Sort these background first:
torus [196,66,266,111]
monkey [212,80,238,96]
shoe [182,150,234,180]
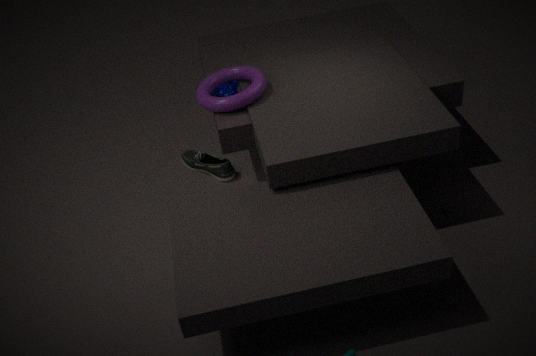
shoe [182,150,234,180], monkey [212,80,238,96], torus [196,66,266,111]
